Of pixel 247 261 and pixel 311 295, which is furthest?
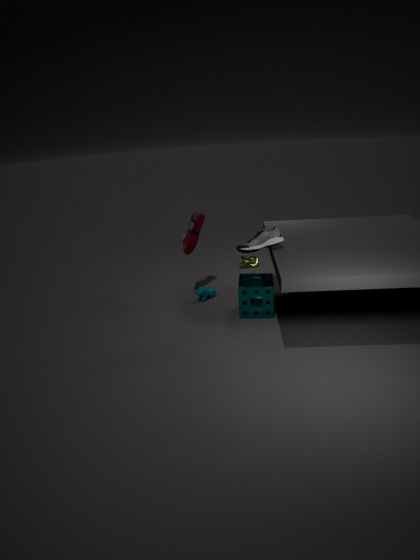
pixel 247 261
